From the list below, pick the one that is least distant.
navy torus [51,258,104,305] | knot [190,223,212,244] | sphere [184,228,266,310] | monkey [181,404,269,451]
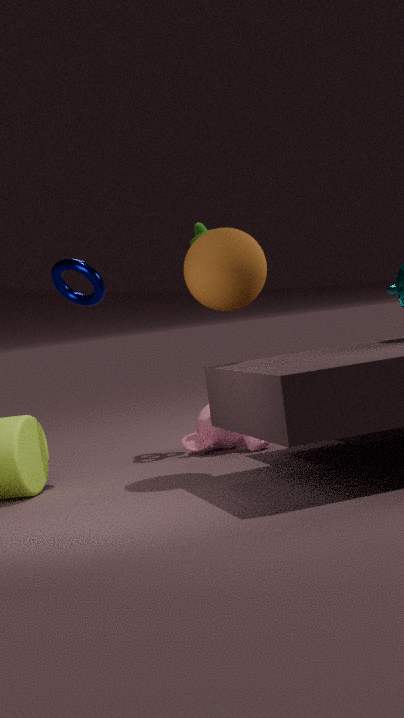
sphere [184,228,266,310]
